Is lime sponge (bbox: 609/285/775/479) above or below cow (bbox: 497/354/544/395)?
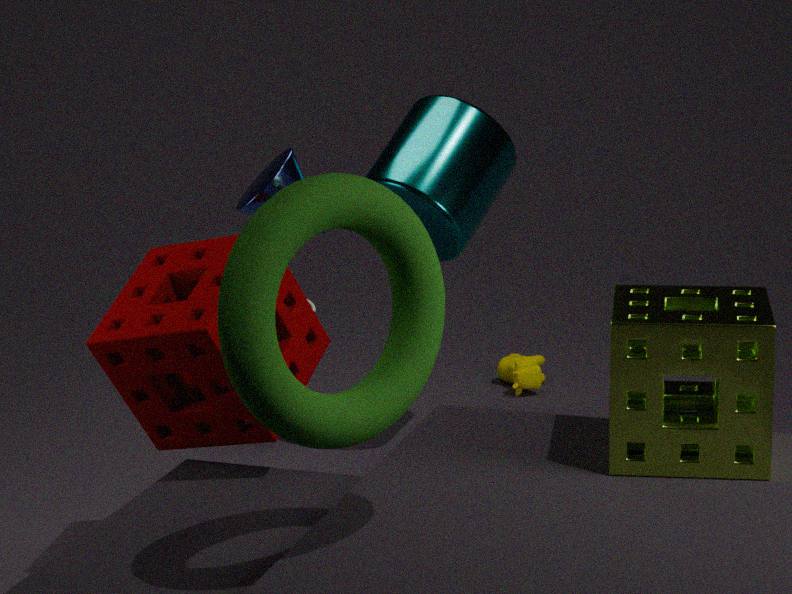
above
